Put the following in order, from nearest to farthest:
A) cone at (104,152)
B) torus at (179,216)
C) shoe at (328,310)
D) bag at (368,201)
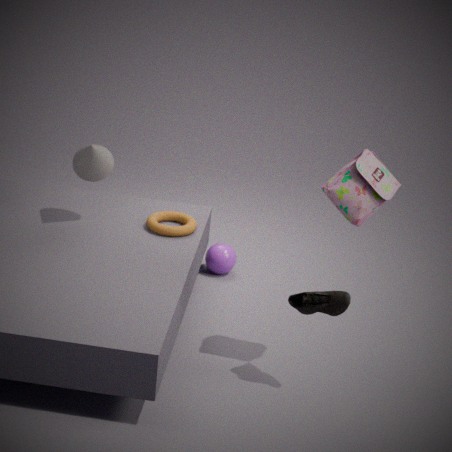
1. C. shoe at (328,310)
2. D. bag at (368,201)
3. A. cone at (104,152)
4. B. torus at (179,216)
